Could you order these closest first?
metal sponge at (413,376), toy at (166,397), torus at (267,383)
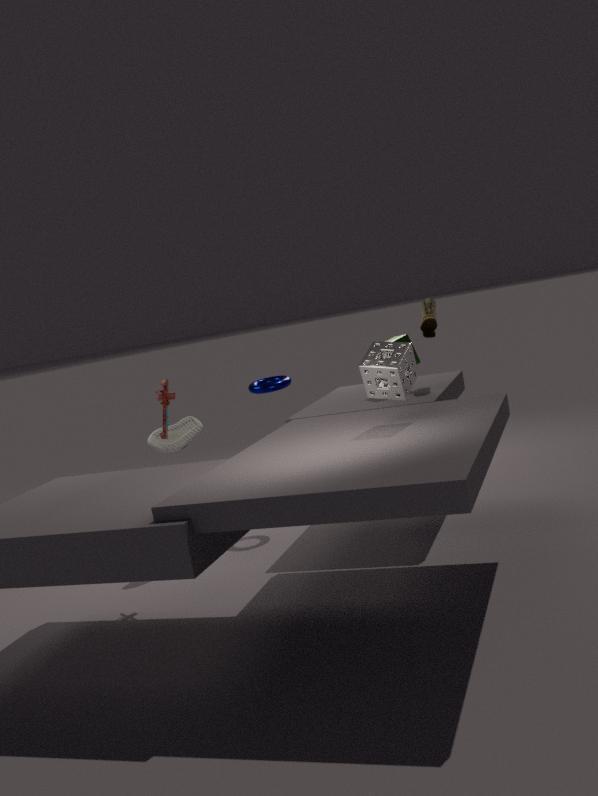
1. metal sponge at (413,376)
2. toy at (166,397)
3. torus at (267,383)
